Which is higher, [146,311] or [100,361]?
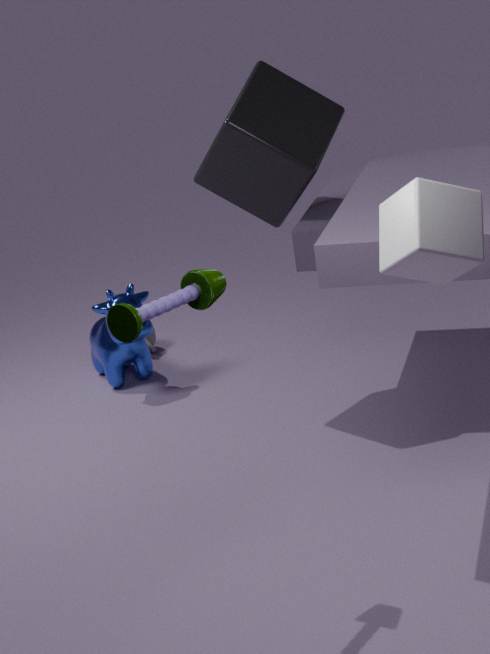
[146,311]
